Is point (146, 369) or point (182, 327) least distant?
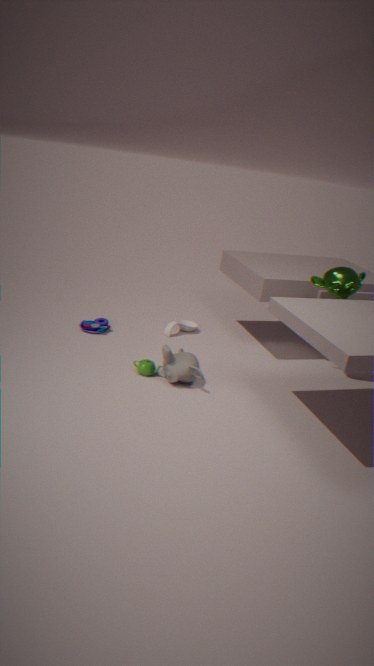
point (146, 369)
